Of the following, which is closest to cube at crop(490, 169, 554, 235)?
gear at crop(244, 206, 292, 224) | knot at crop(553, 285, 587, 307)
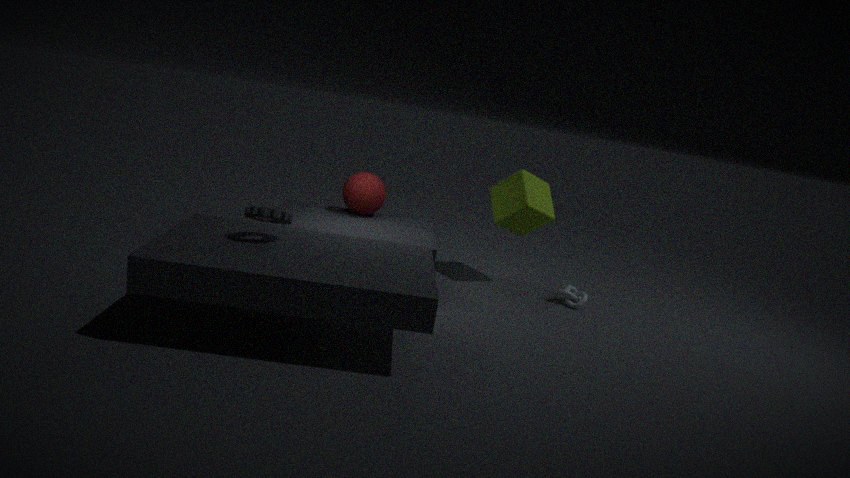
knot at crop(553, 285, 587, 307)
